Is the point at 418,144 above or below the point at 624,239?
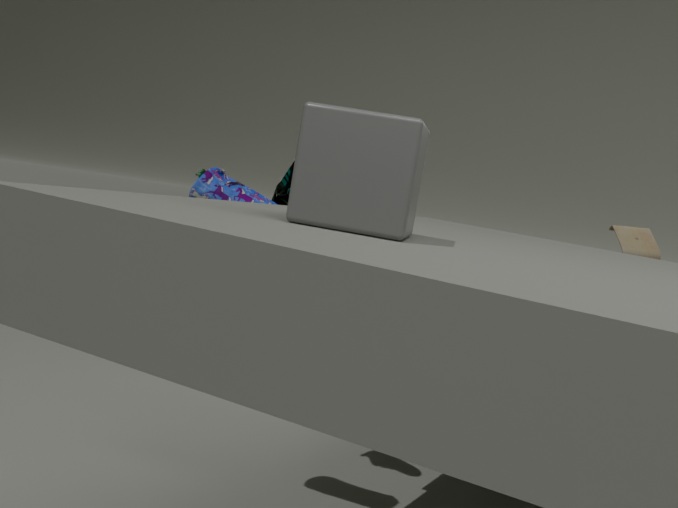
above
